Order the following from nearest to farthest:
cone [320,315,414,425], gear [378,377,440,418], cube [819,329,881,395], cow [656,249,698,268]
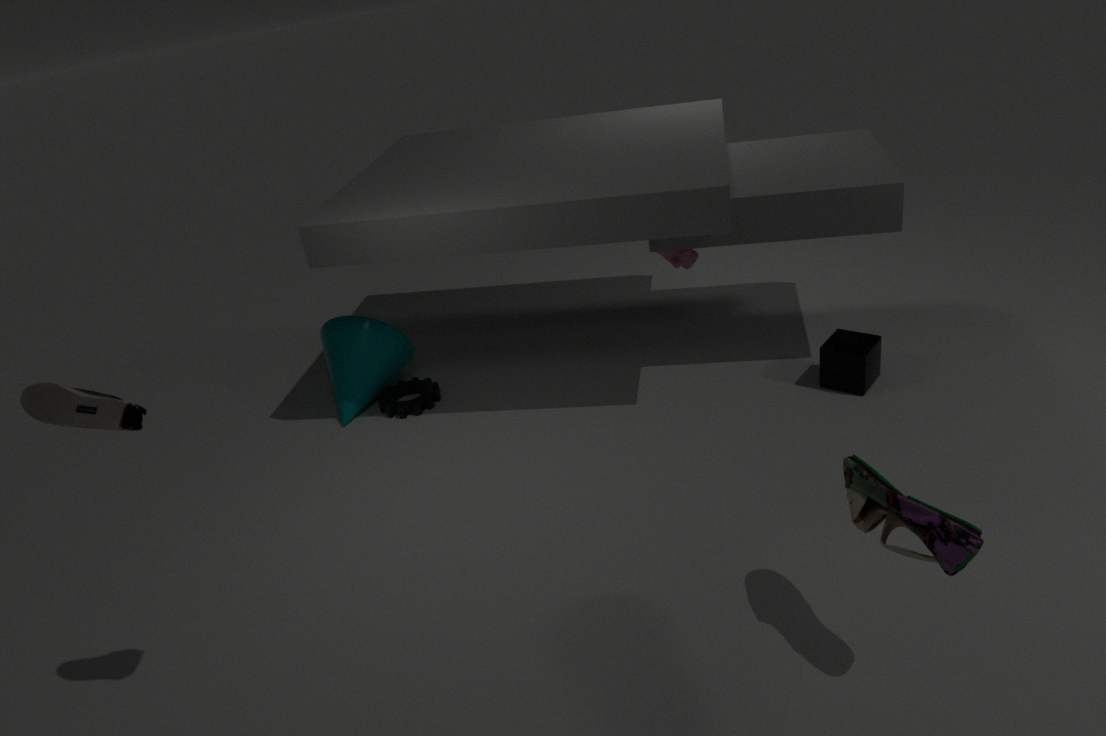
cube [819,329,881,395] < cow [656,249,698,268] < gear [378,377,440,418] < cone [320,315,414,425]
